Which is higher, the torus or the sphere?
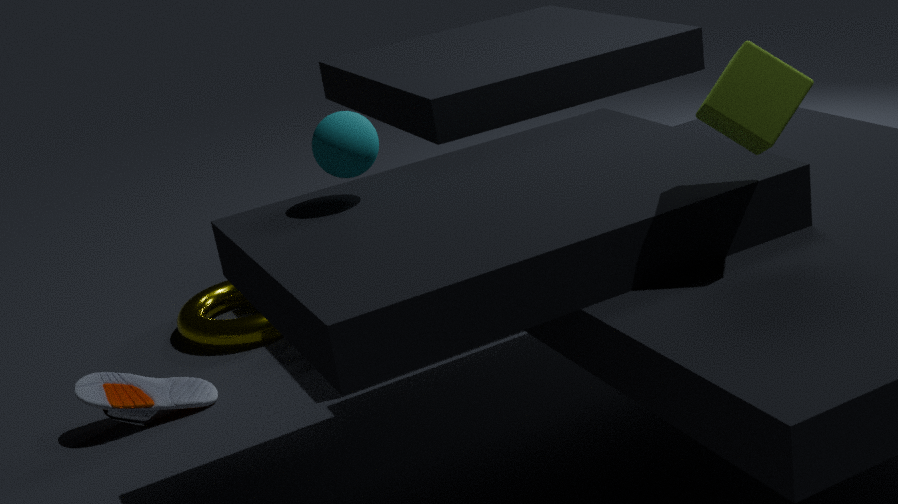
the sphere
